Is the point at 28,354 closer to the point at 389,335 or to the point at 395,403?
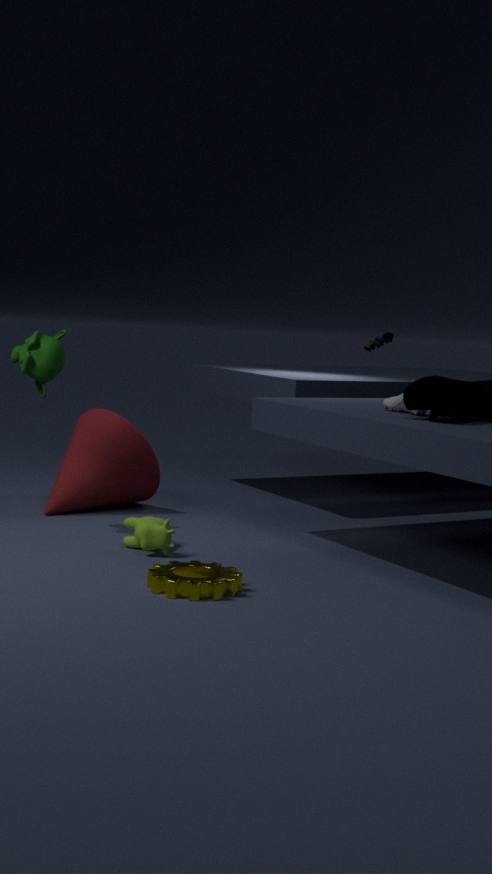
the point at 389,335
